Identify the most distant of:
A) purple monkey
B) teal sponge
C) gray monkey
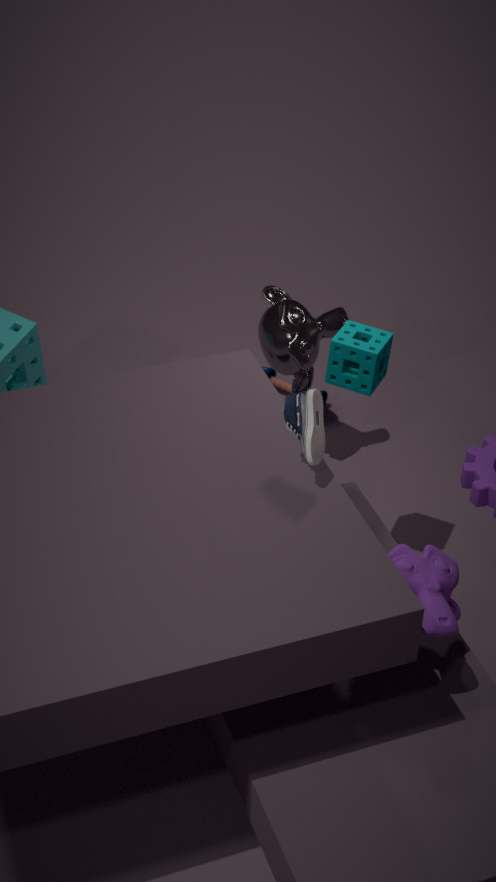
gray monkey
